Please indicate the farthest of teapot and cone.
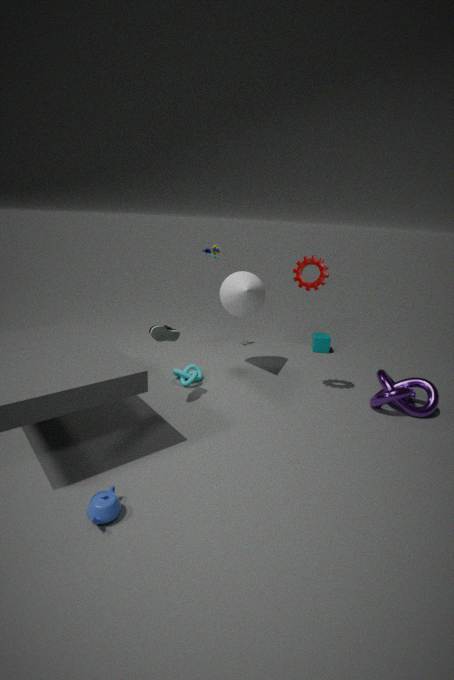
cone
